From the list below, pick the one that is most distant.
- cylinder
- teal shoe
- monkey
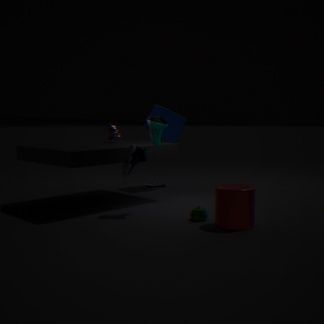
monkey
